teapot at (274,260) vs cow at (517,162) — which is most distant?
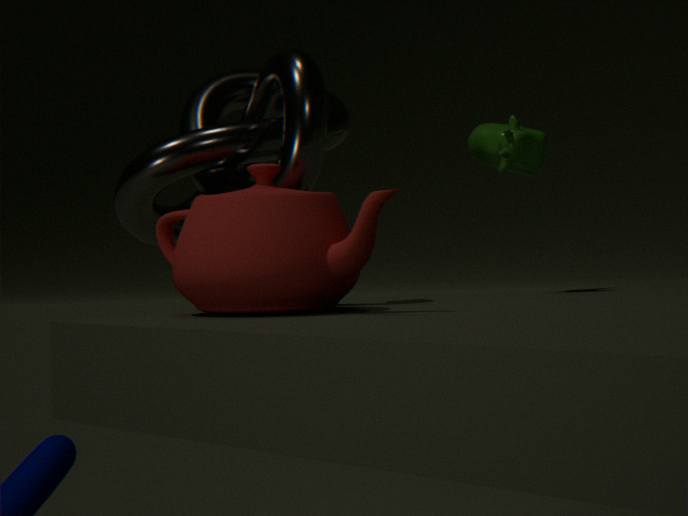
cow at (517,162)
